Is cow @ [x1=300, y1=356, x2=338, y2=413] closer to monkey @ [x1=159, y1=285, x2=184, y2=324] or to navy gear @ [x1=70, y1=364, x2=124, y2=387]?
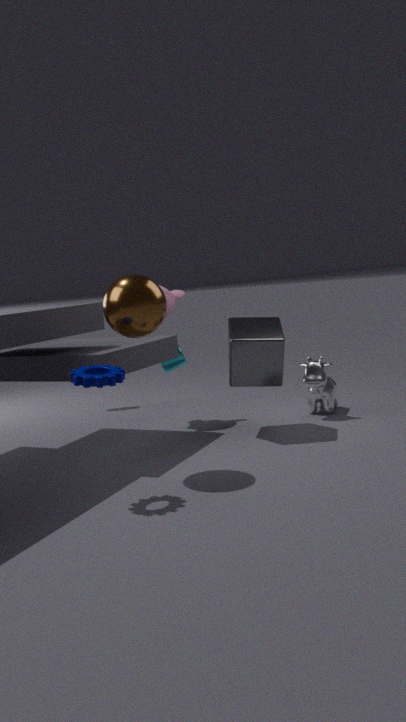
monkey @ [x1=159, y1=285, x2=184, y2=324]
